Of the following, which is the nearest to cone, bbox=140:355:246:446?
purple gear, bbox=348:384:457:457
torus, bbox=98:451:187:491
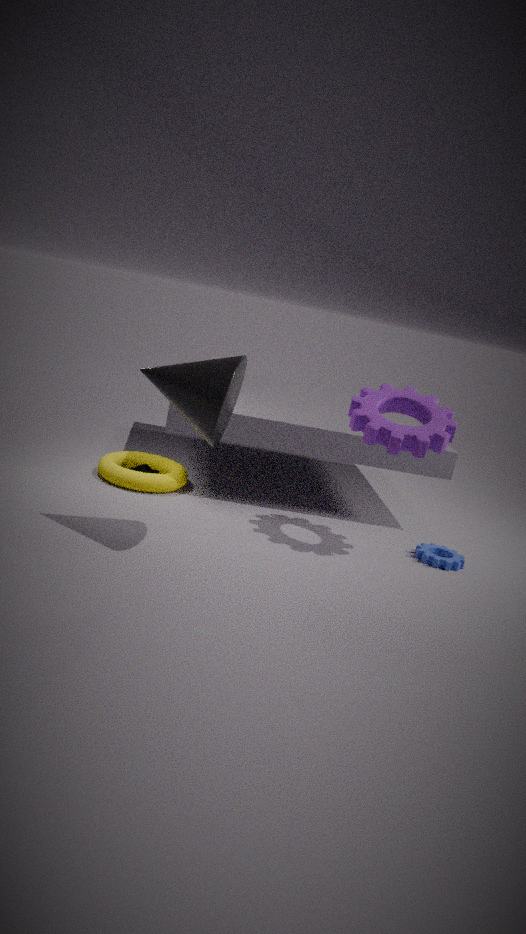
purple gear, bbox=348:384:457:457
